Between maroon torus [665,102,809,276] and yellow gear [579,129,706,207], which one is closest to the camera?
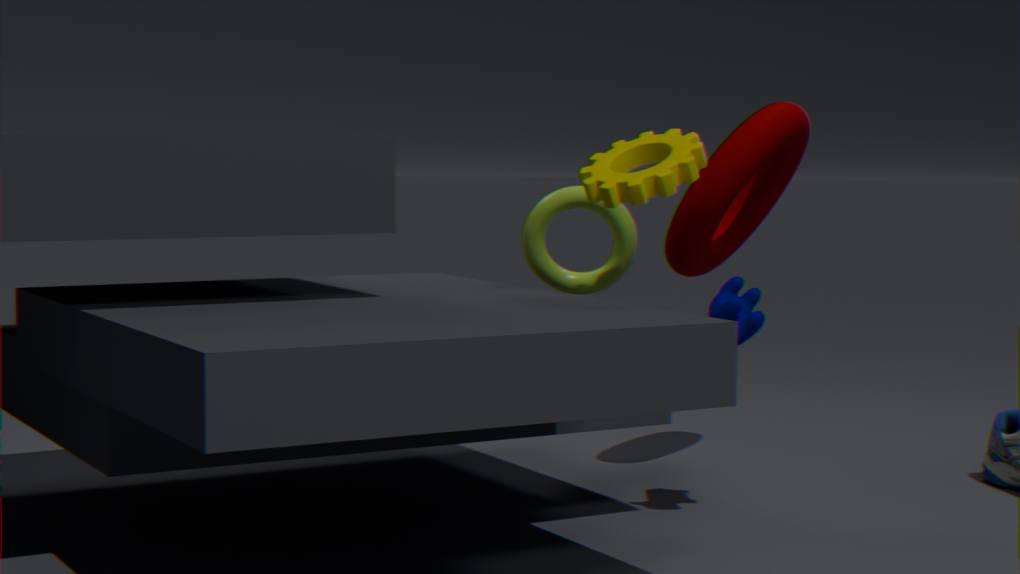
yellow gear [579,129,706,207]
